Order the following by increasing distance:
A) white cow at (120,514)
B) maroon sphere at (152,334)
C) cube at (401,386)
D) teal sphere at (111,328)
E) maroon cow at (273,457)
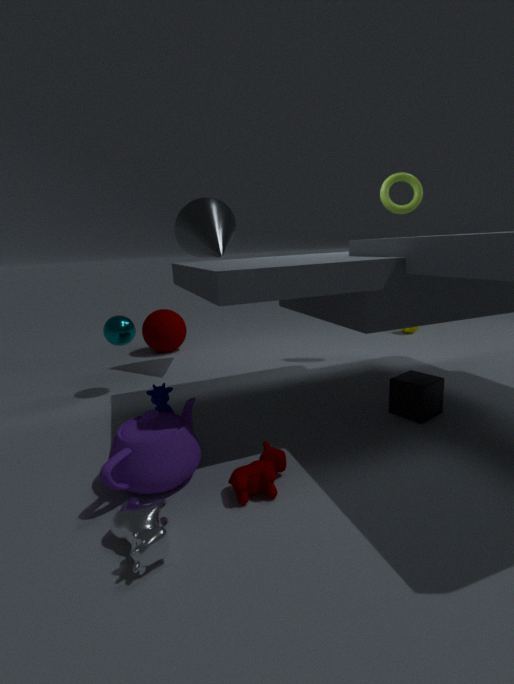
1. white cow at (120,514)
2. maroon cow at (273,457)
3. cube at (401,386)
4. teal sphere at (111,328)
5. maroon sphere at (152,334)
